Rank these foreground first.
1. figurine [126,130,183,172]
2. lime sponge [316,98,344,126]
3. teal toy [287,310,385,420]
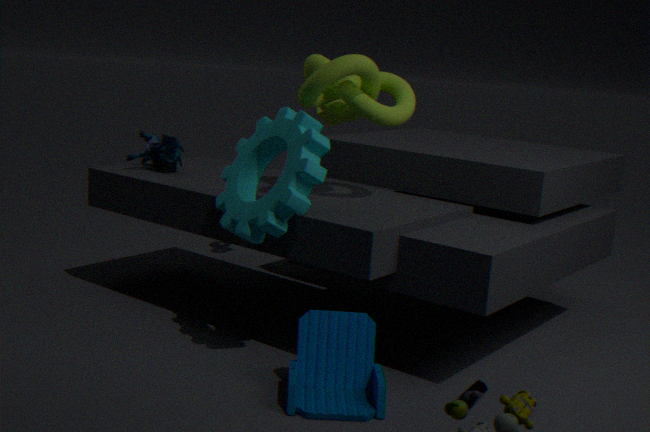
1. teal toy [287,310,385,420]
2. figurine [126,130,183,172]
3. lime sponge [316,98,344,126]
